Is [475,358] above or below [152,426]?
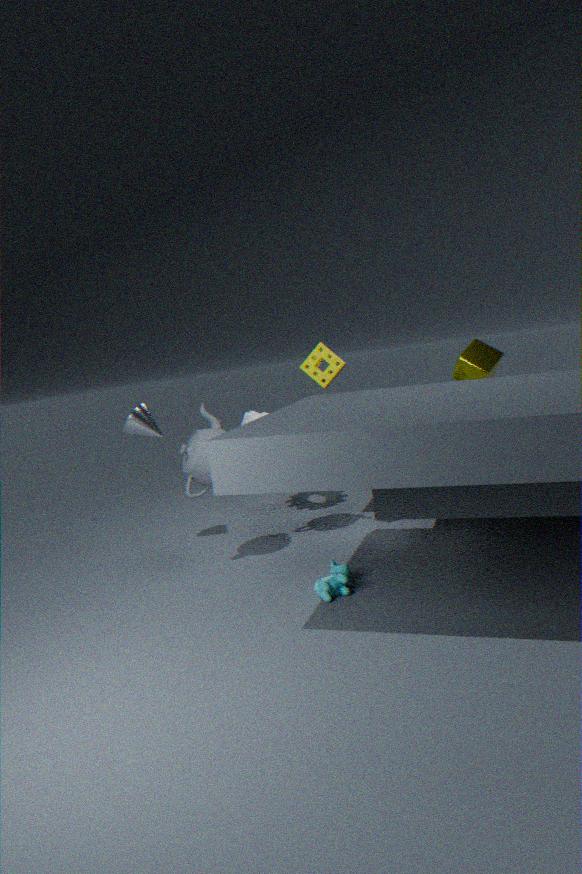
above
